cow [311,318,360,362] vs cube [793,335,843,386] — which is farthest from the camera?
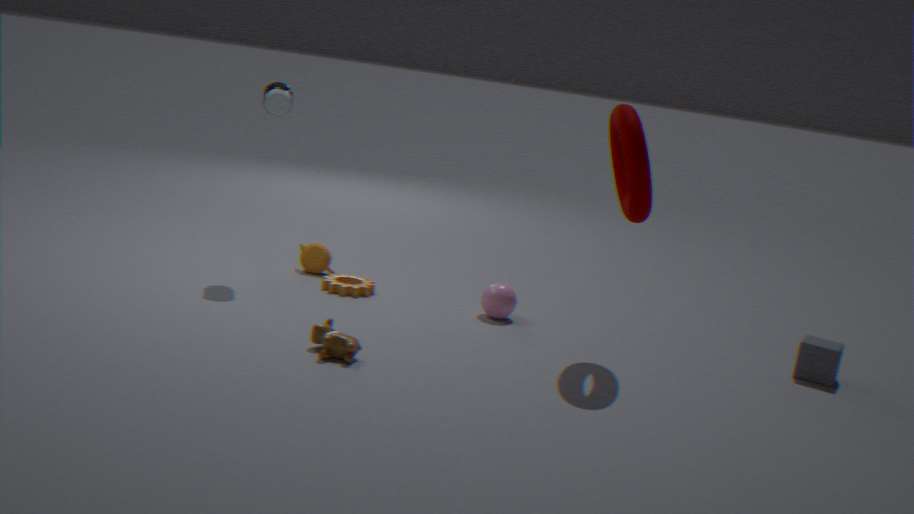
cube [793,335,843,386]
